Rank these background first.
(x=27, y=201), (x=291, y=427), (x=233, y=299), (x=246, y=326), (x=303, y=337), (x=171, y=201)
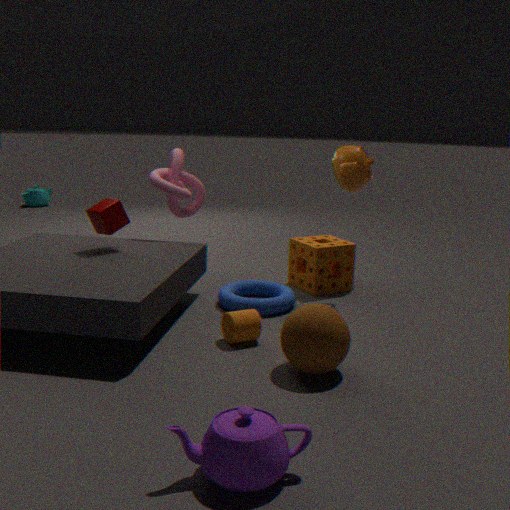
(x=27, y=201), (x=171, y=201), (x=233, y=299), (x=246, y=326), (x=303, y=337), (x=291, y=427)
